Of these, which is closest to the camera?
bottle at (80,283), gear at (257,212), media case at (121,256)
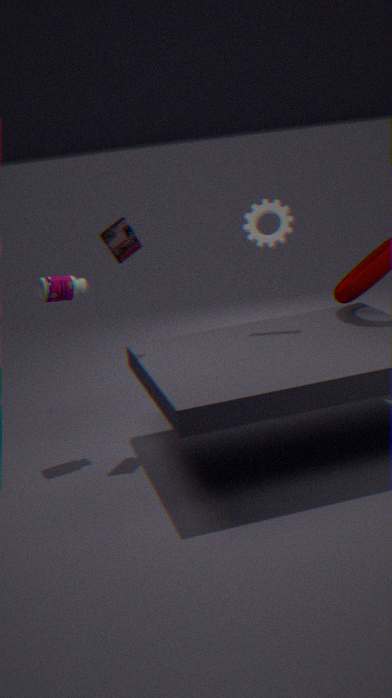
media case at (121,256)
